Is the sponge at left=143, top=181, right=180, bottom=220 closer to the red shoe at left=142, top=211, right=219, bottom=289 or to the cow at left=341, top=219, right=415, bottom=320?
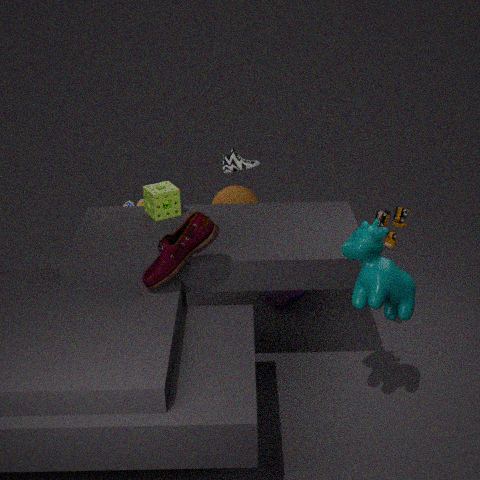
the red shoe at left=142, top=211, right=219, bottom=289
